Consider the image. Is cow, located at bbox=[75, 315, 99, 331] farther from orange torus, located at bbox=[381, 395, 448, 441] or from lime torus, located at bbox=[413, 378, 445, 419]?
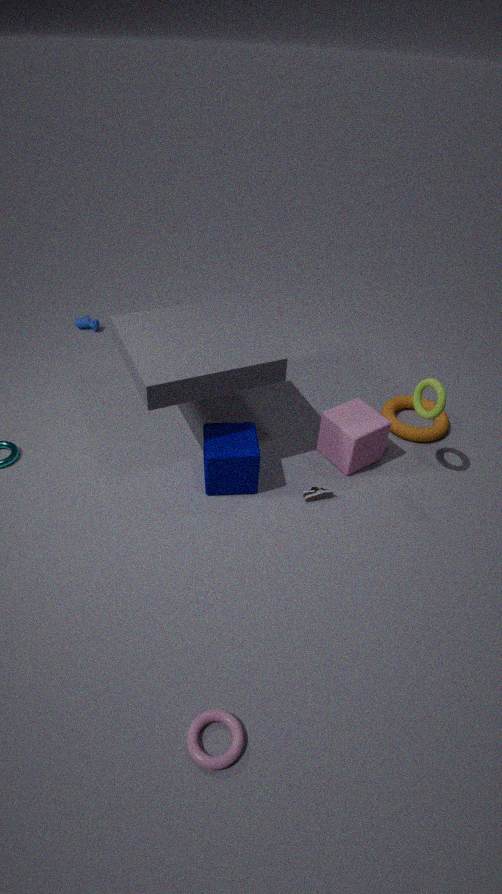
lime torus, located at bbox=[413, 378, 445, 419]
